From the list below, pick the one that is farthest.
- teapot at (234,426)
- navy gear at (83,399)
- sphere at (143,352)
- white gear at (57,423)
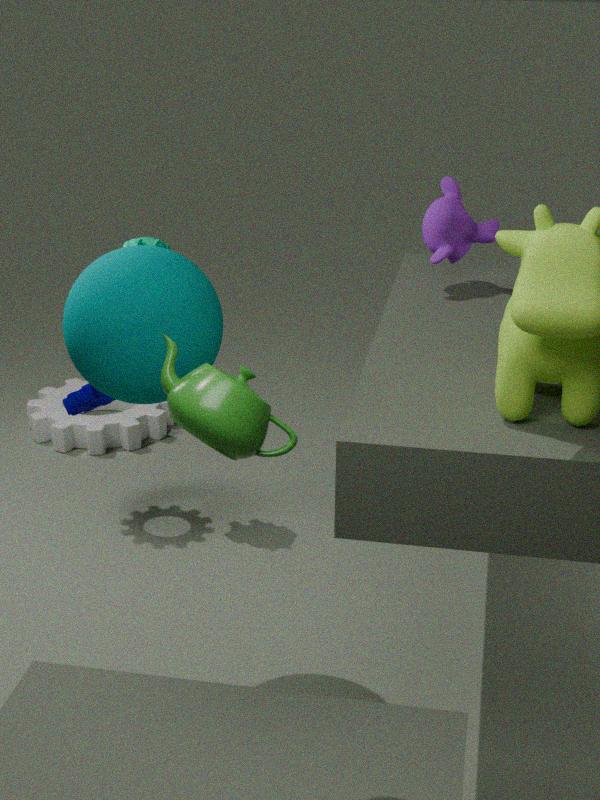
white gear at (57,423)
